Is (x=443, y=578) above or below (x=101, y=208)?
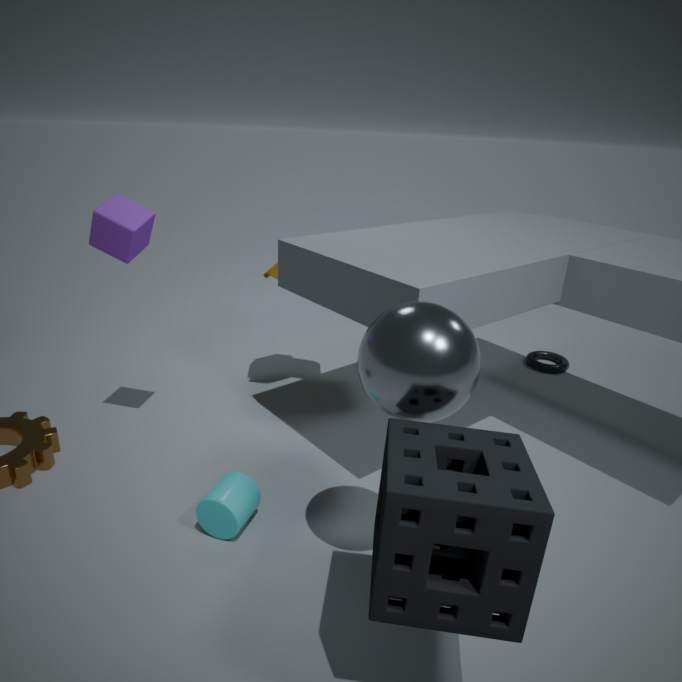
below
